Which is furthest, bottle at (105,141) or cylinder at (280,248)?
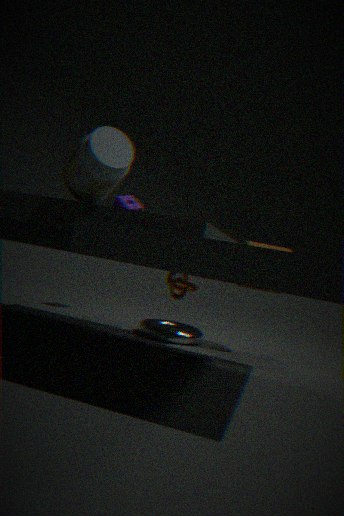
cylinder at (280,248)
